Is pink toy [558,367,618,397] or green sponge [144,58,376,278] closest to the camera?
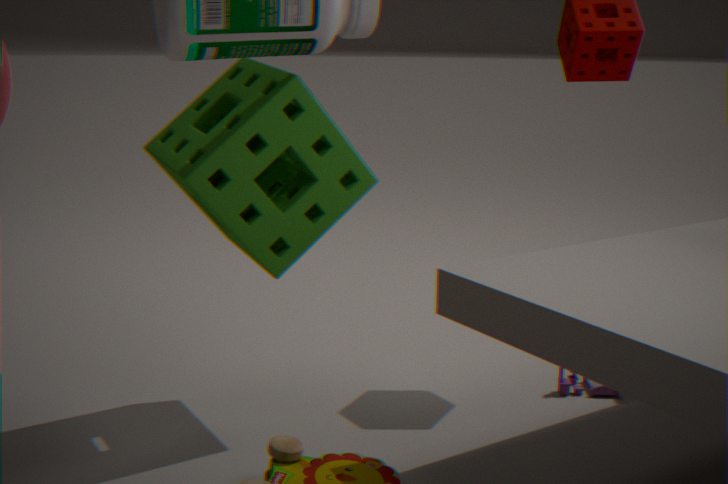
green sponge [144,58,376,278]
